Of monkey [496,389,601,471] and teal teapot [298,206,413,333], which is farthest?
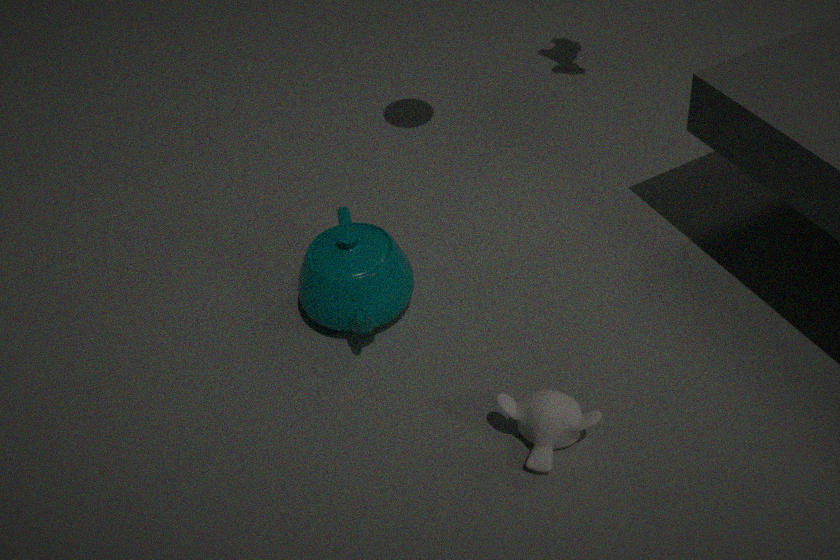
teal teapot [298,206,413,333]
